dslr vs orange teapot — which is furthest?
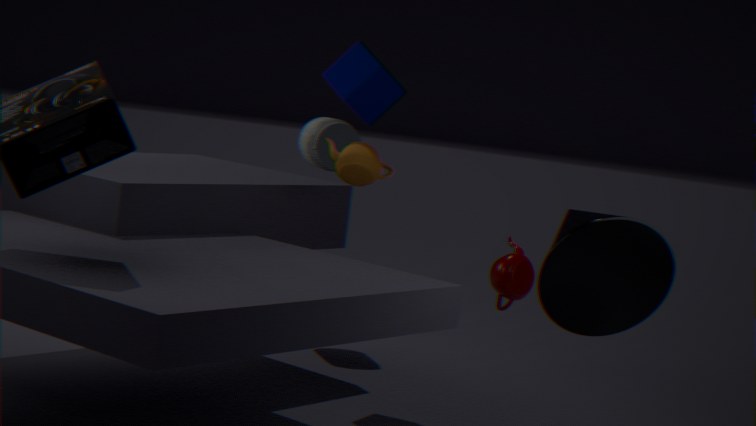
dslr
